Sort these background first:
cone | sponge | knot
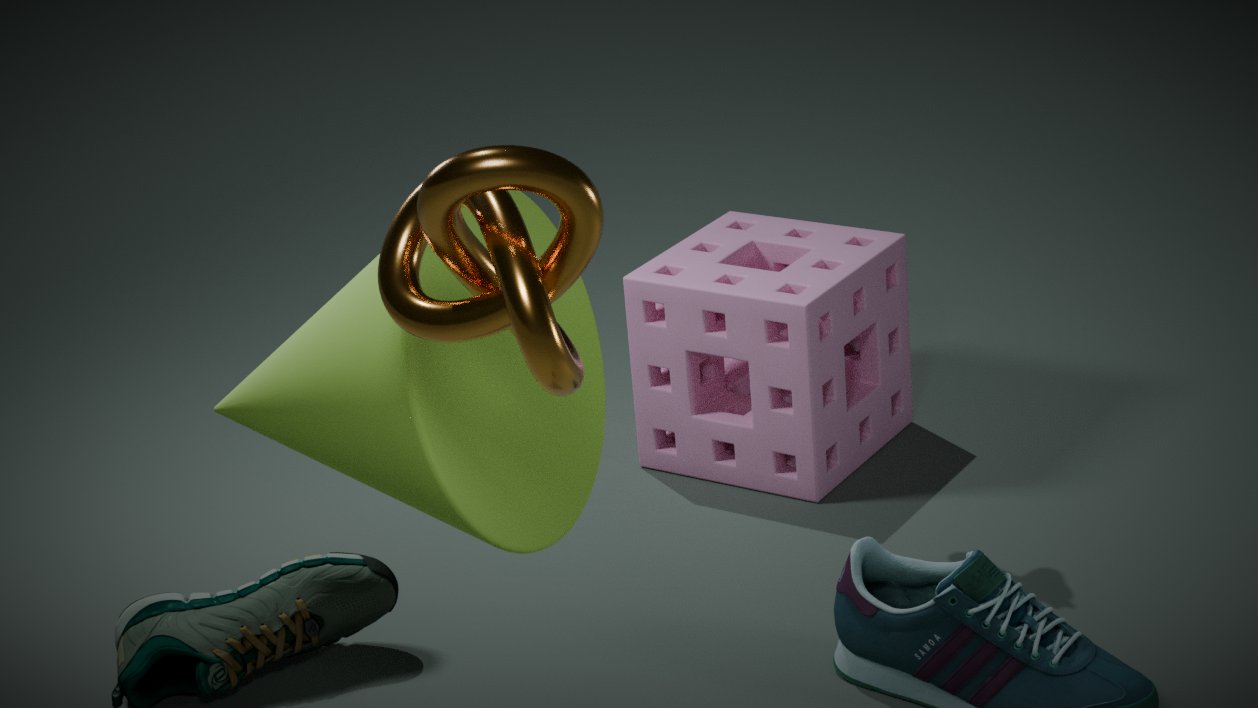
sponge → cone → knot
